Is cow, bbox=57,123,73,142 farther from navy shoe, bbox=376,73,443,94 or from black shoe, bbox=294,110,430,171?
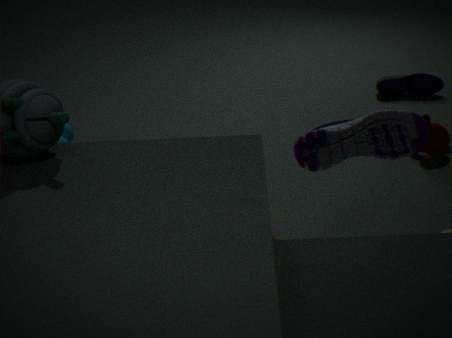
navy shoe, bbox=376,73,443,94
